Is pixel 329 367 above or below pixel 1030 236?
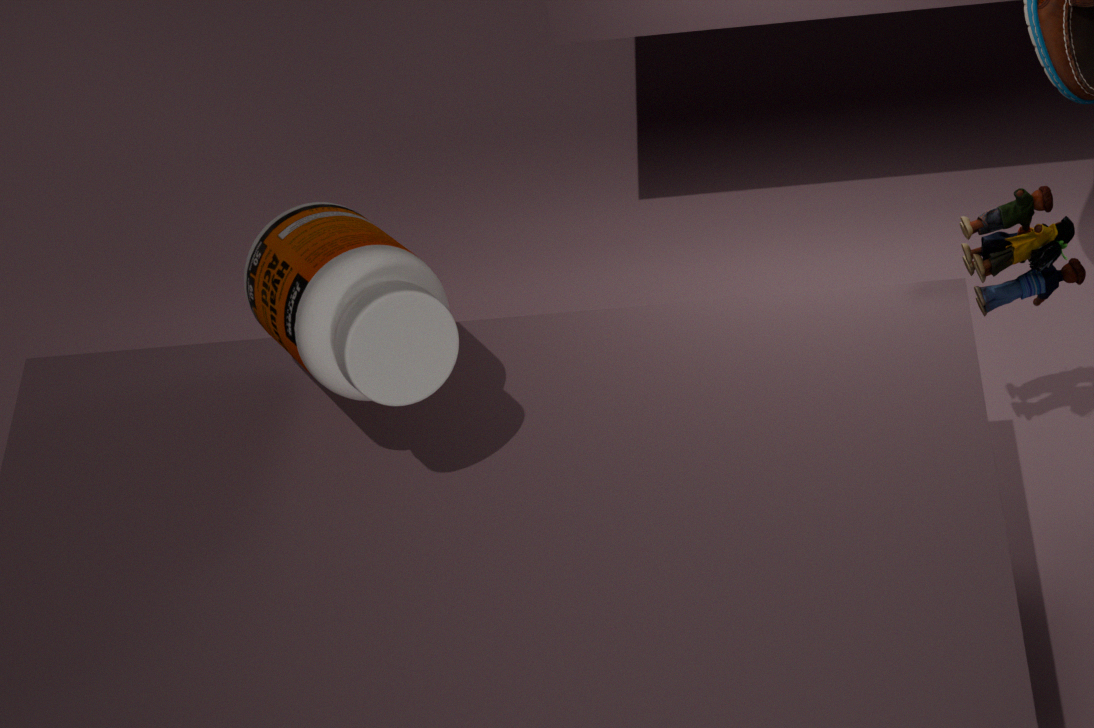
above
